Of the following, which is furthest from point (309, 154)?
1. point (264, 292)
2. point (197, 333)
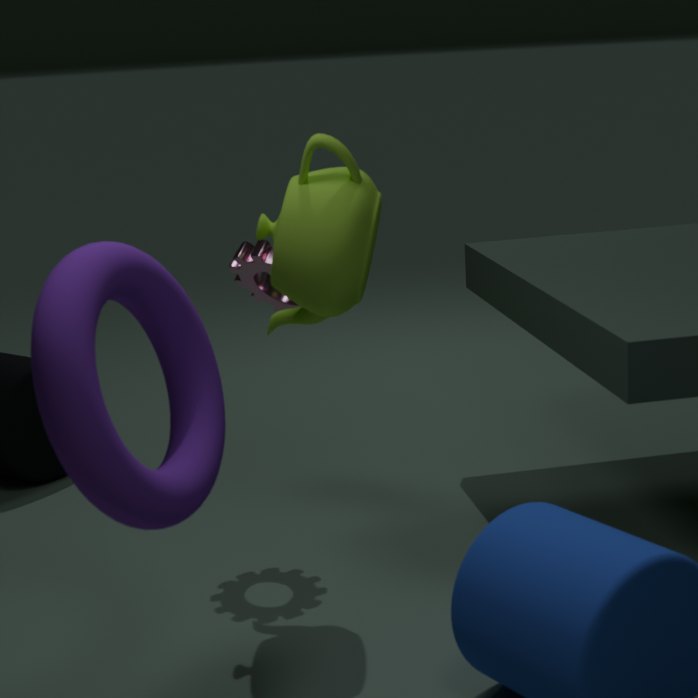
point (197, 333)
